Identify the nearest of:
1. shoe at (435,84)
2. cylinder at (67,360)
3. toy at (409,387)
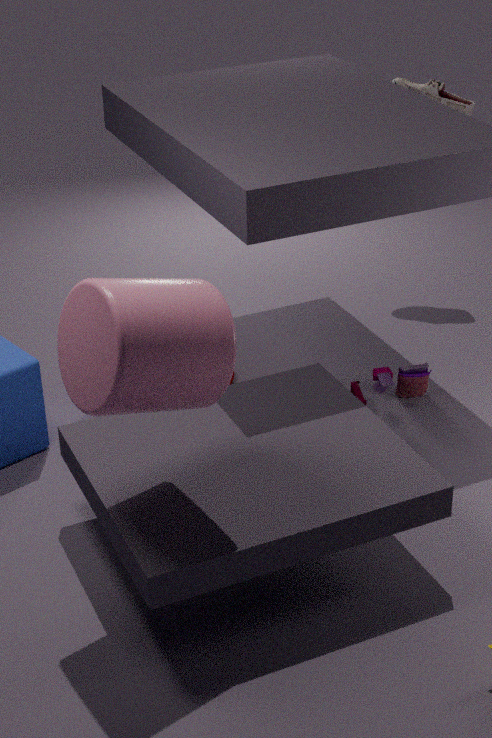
cylinder at (67,360)
